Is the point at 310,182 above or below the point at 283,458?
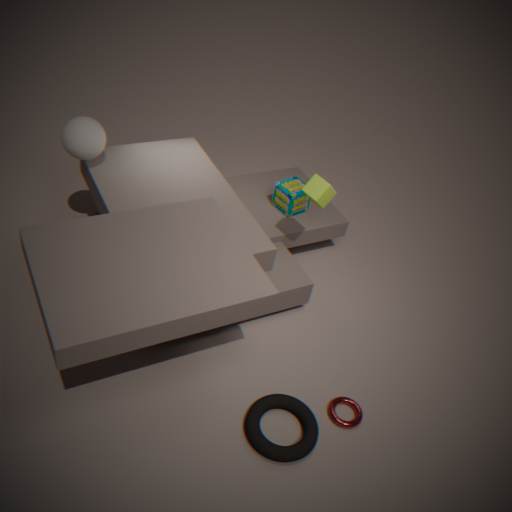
above
